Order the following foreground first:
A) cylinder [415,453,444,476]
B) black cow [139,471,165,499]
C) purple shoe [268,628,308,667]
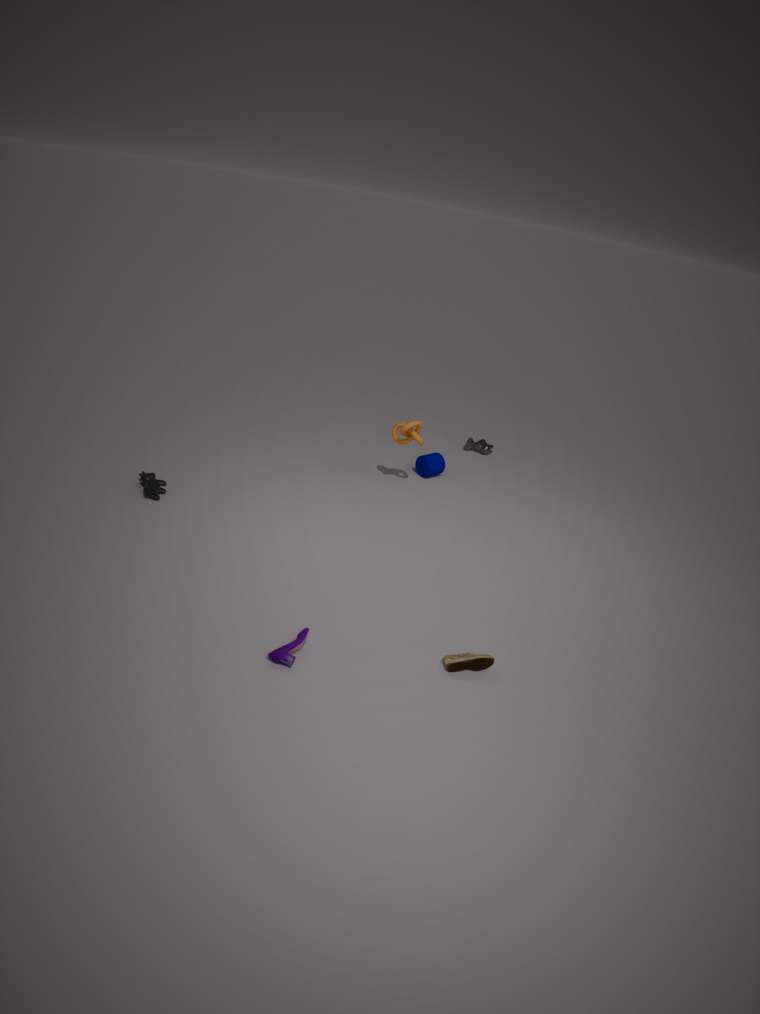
purple shoe [268,628,308,667] < black cow [139,471,165,499] < cylinder [415,453,444,476]
